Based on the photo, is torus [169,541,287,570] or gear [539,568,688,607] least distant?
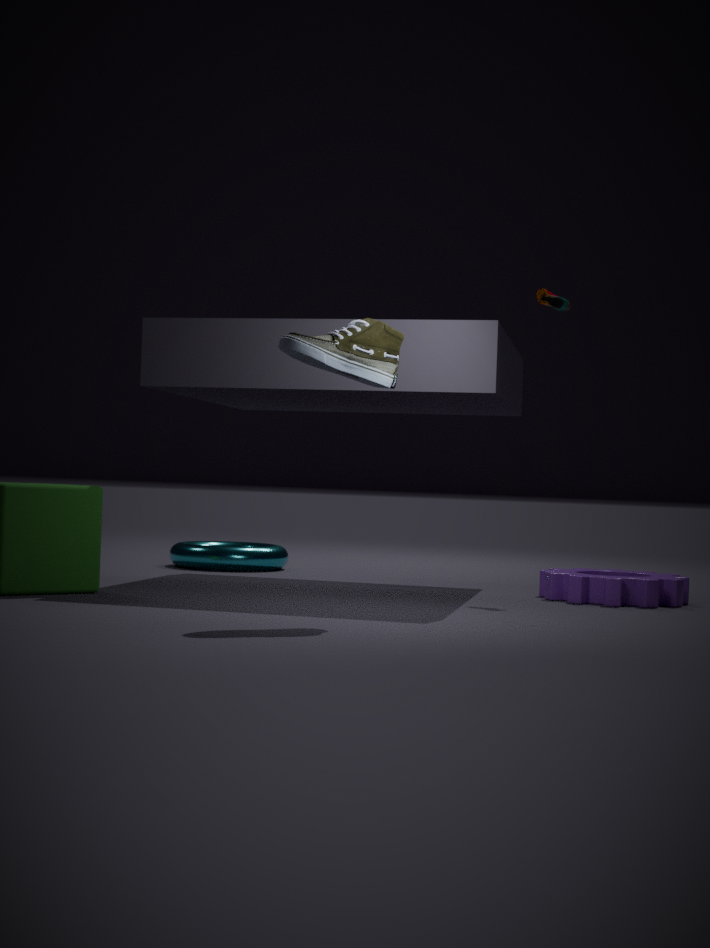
gear [539,568,688,607]
